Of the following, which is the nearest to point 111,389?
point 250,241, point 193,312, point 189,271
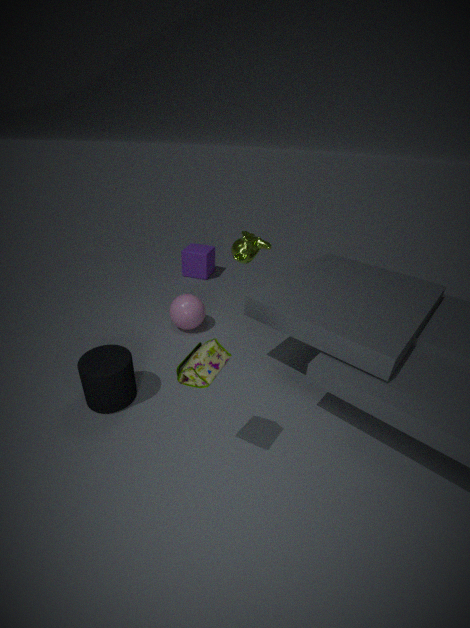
point 193,312
